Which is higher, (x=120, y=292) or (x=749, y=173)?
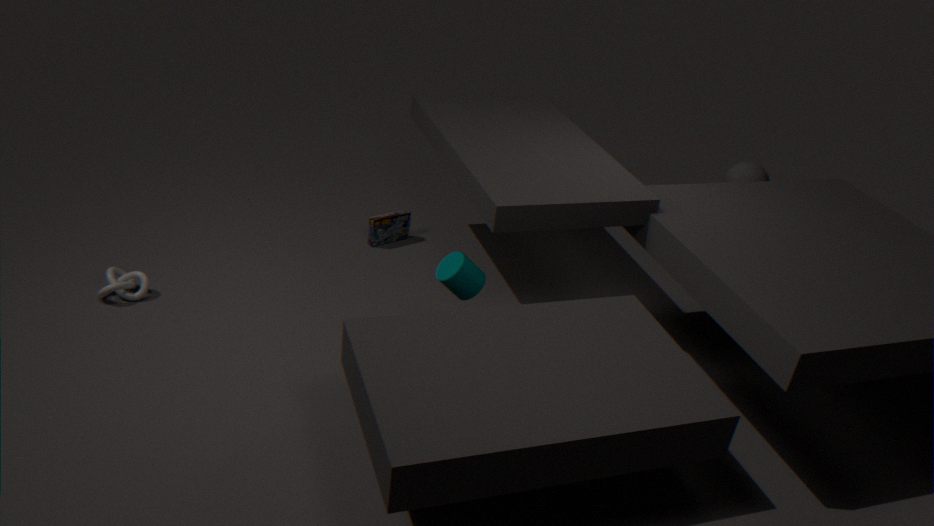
(x=749, y=173)
